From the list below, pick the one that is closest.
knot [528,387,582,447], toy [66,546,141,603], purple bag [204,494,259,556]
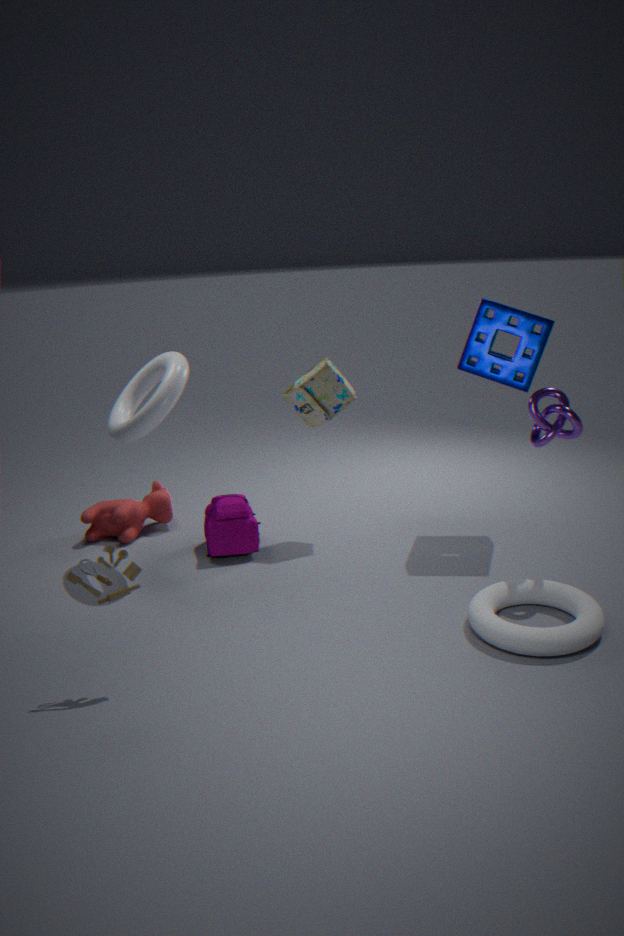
toy [66,546,141,603]
